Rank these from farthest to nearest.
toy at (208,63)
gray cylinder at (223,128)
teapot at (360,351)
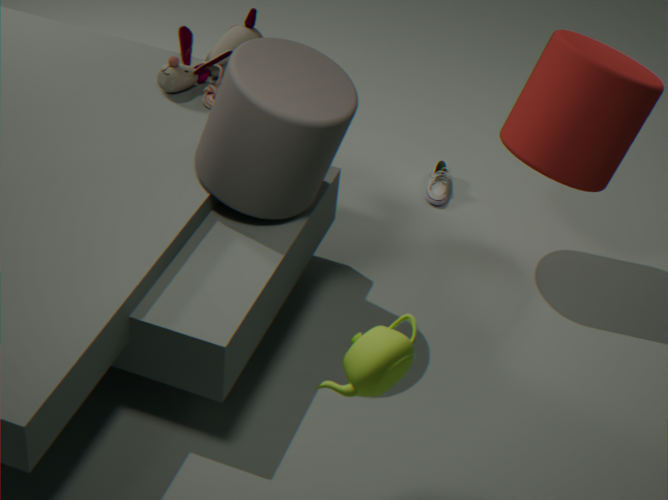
toy at (208,63) < gray cylinder at (223,128) < teapot at (360,351)
